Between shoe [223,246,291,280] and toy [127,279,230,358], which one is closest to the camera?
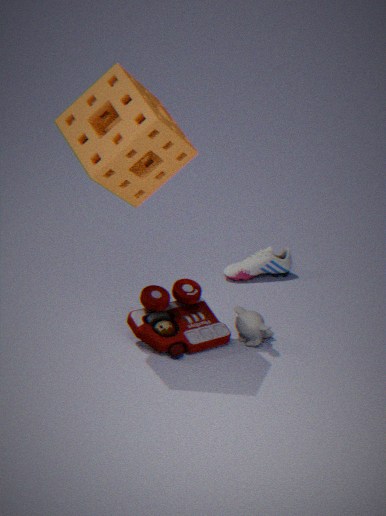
toy [127,279,230,358]
